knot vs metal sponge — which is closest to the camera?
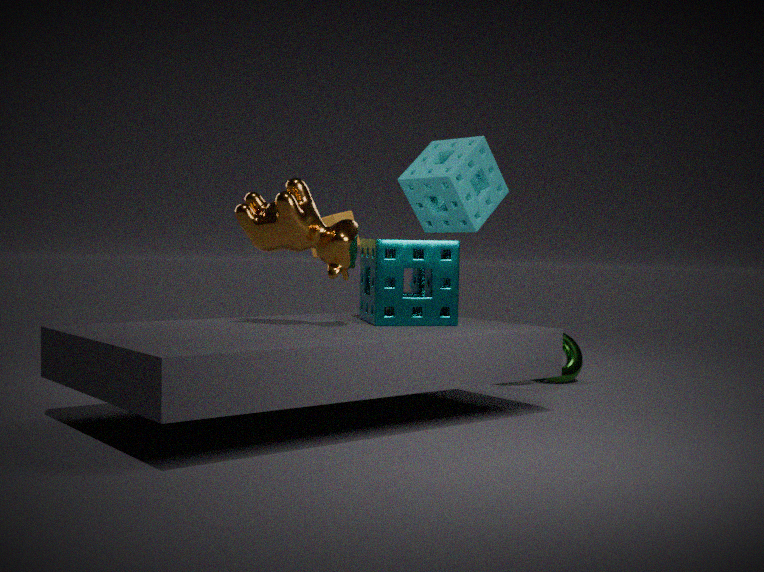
metal sponge
